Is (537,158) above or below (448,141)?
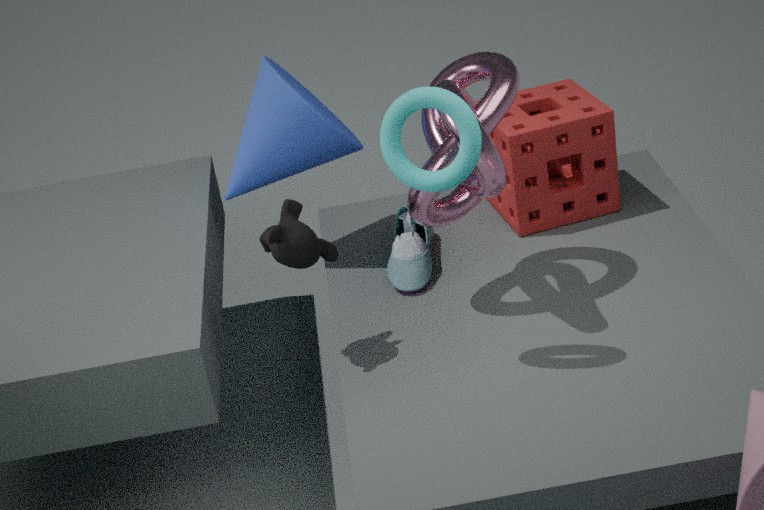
below
